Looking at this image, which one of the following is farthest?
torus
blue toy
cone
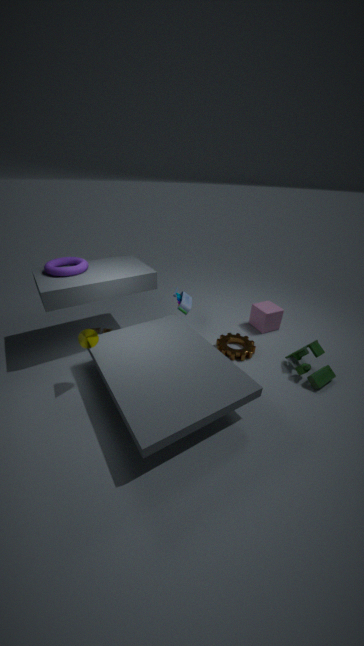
blue toy
